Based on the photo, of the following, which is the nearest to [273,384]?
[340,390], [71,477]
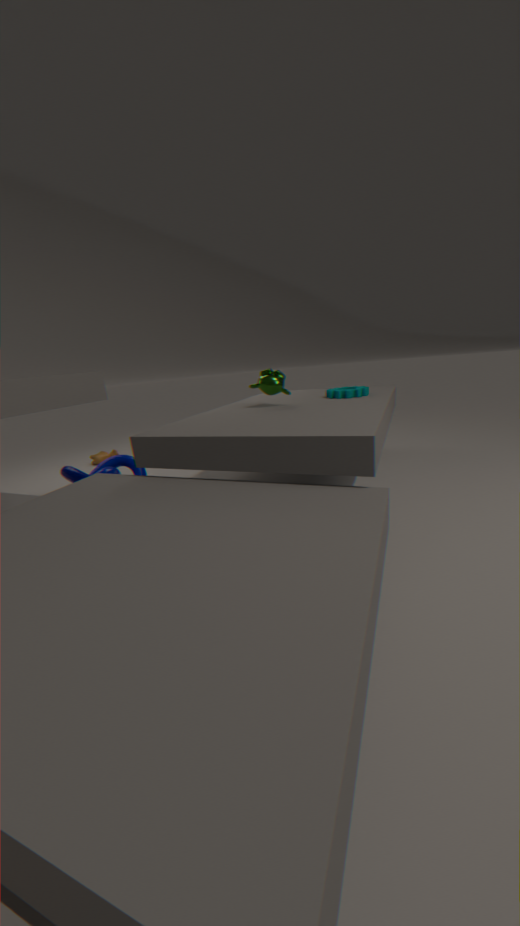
[340,390]
